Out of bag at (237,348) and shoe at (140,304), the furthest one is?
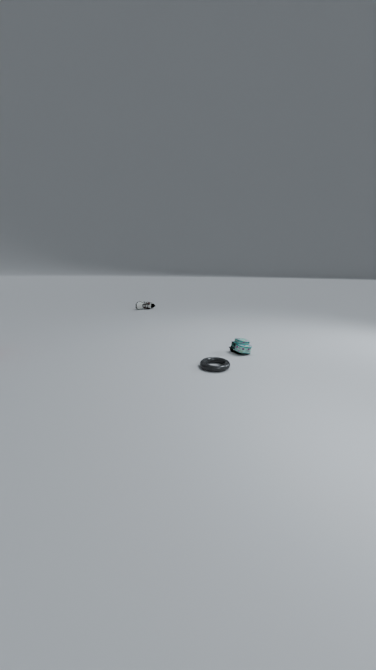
shoe at (140,304)
